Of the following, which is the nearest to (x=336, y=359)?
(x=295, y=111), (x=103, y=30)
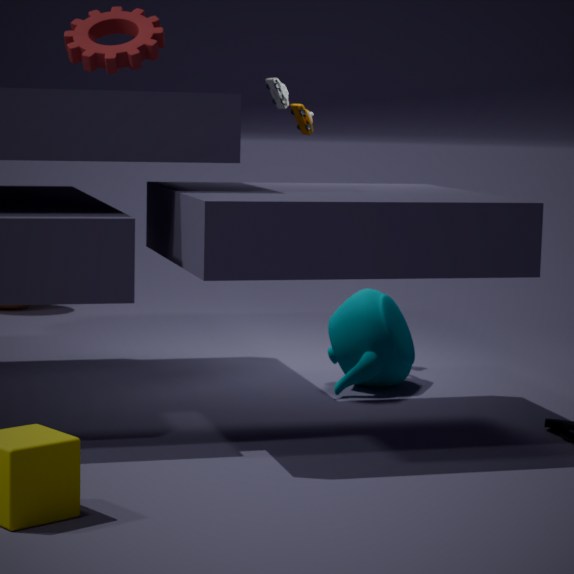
(x=295, y=111)
